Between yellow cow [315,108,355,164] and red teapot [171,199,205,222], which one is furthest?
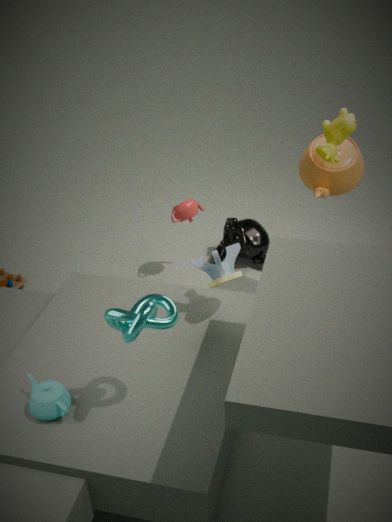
red teapot [171,199,205,222]
